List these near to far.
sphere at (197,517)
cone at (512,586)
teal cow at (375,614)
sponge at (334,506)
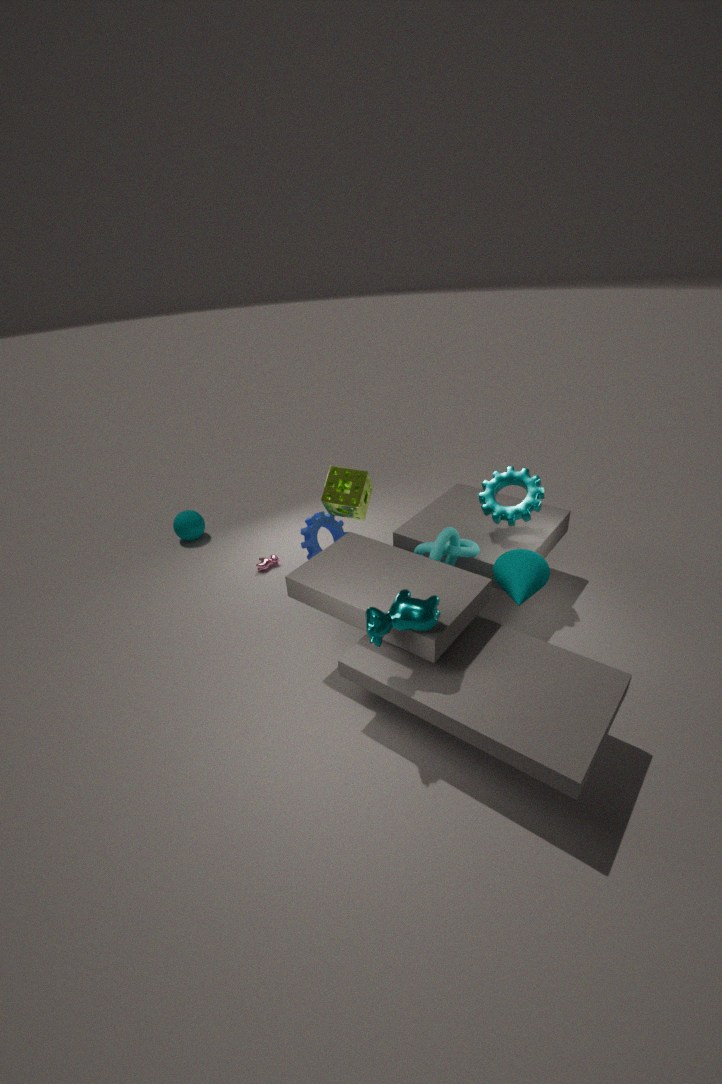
teal cow at (375,614), cone at (512,586), sponge at (334,506), sphere at (197,517)
